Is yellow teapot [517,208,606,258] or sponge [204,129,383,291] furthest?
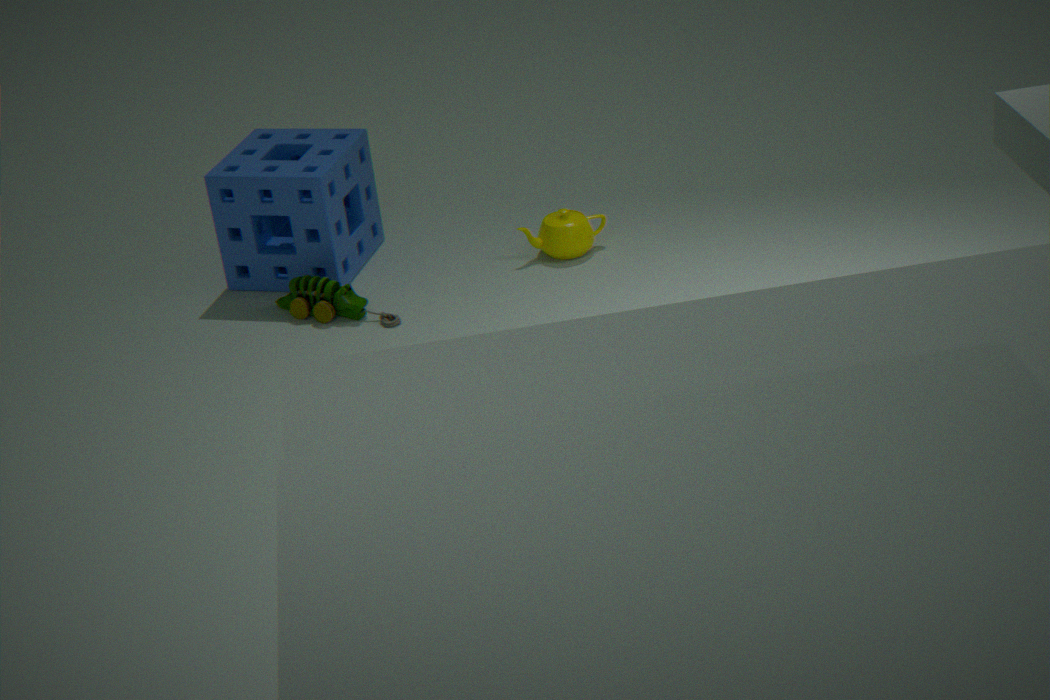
yellow teapot [517,208,606,258]
